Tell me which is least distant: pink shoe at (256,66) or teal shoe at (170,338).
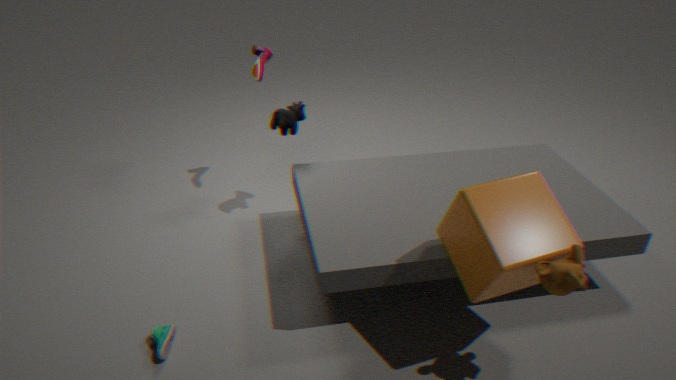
teal shoe at (170,338)
